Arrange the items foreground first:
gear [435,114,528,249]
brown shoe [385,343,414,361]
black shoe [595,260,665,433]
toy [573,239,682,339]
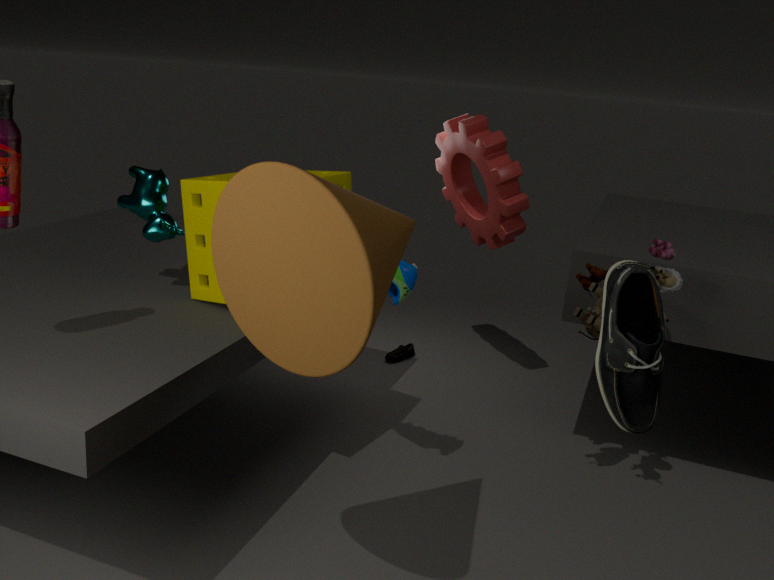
black shoe [595,260,665,433] → toy [573,239,682,339] → gear [435,114,528,249] → brown shoe [385,343,414,361]
